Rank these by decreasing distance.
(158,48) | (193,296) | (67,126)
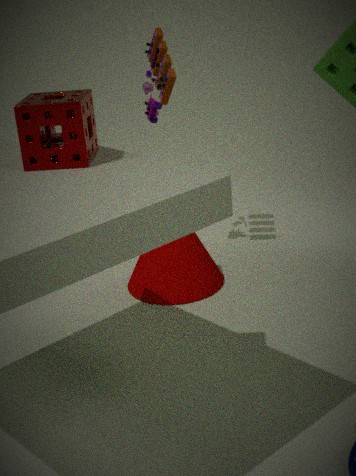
(158,48) → (193,296) → (67,126)
